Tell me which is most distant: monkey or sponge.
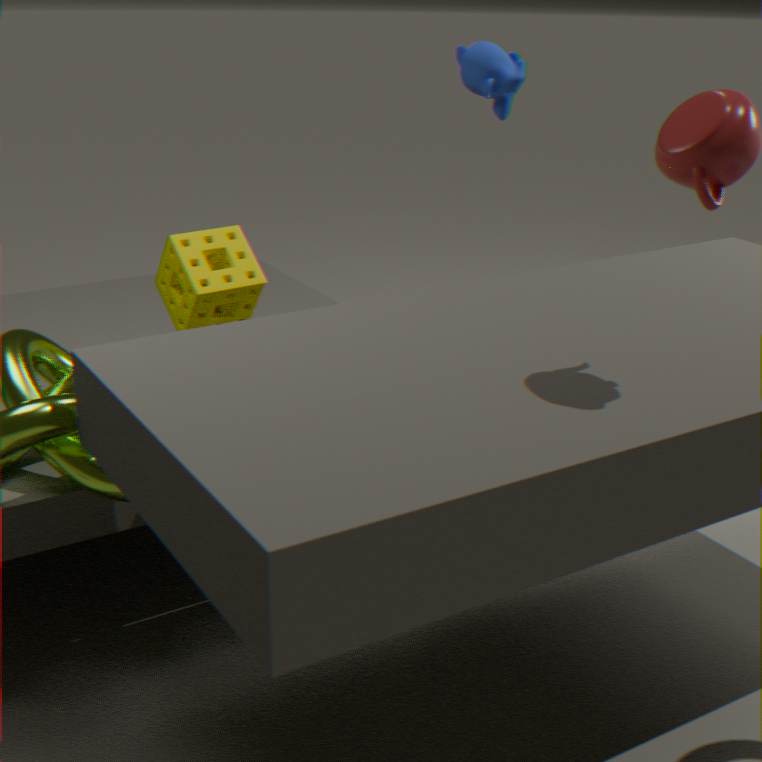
monkey
